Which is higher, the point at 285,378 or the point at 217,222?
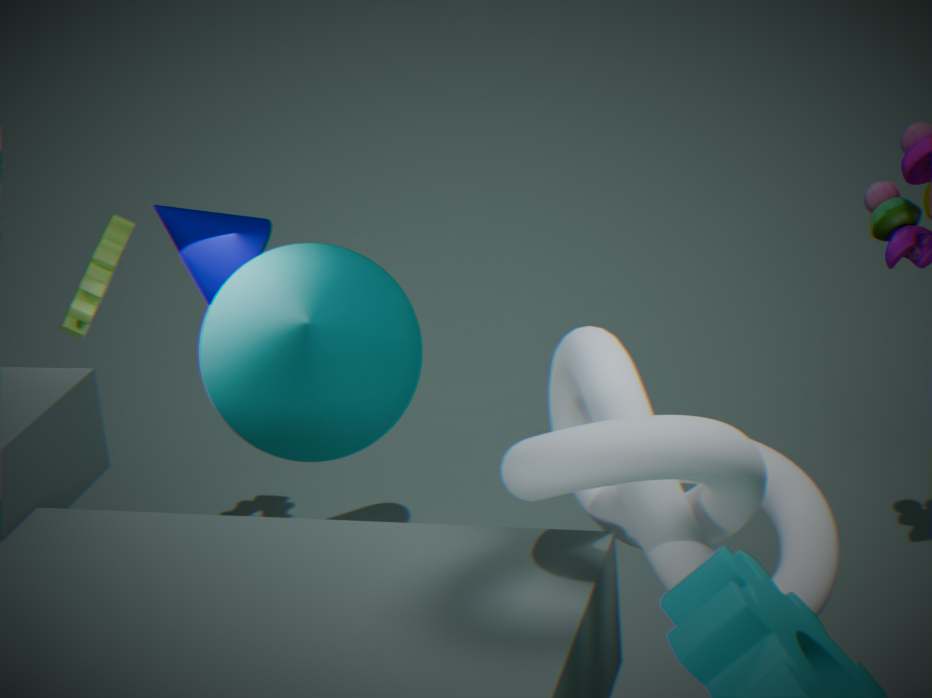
the point at 217,222
